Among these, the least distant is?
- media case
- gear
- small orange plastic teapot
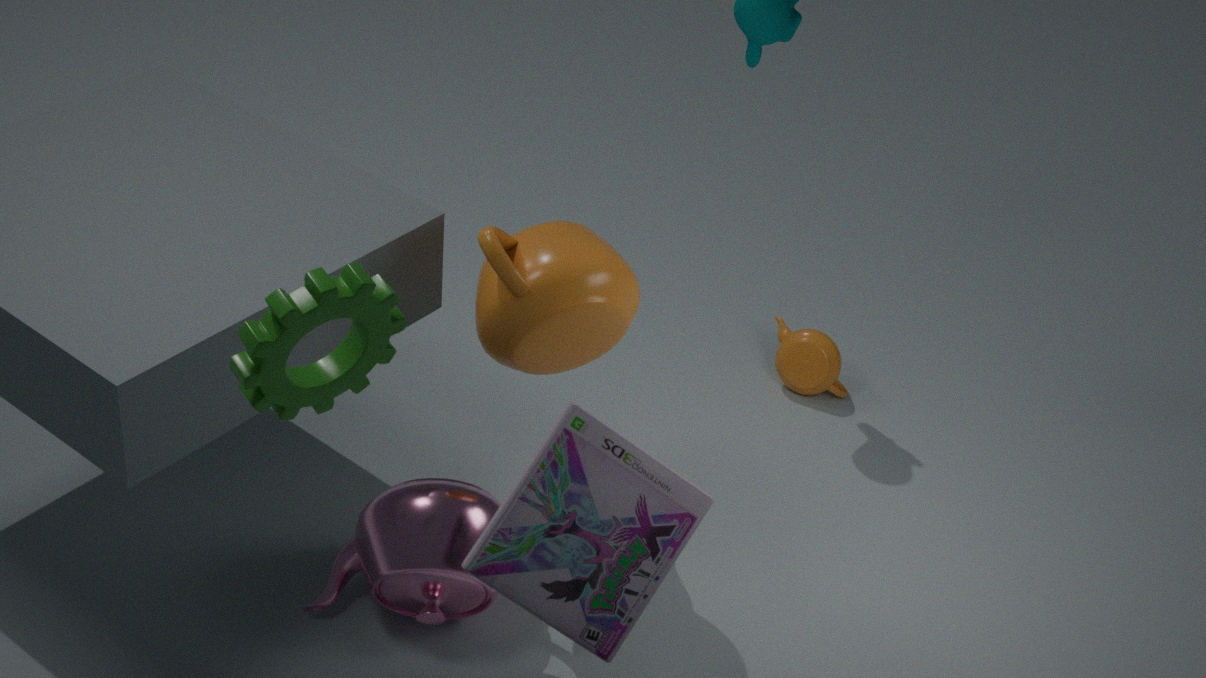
gear
